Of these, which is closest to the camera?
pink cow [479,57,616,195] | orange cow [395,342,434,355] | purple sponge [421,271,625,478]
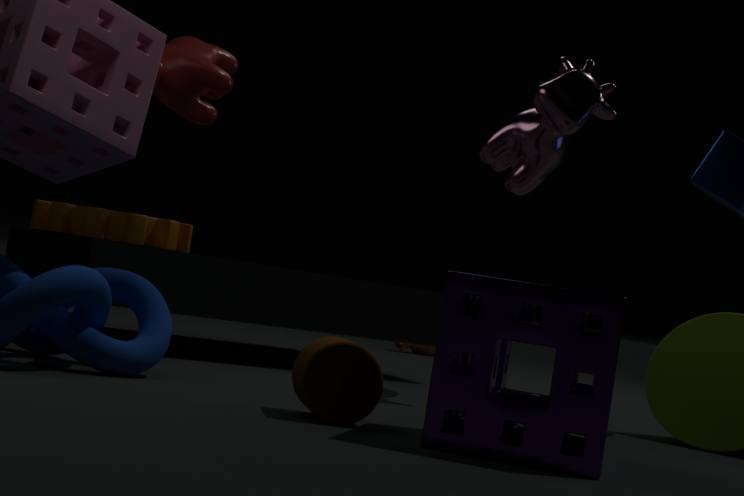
purple sponge [421,271,625,478]
